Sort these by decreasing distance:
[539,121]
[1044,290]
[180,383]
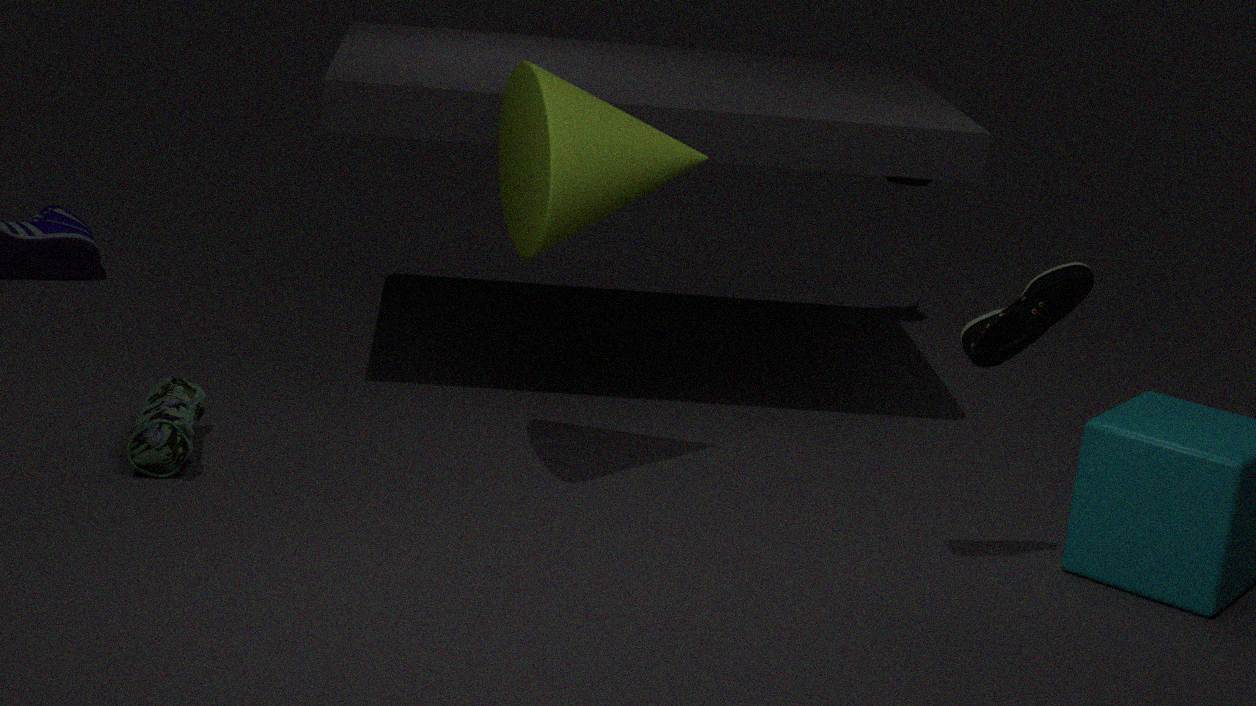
[180,383], [539,121], [1044,290]
